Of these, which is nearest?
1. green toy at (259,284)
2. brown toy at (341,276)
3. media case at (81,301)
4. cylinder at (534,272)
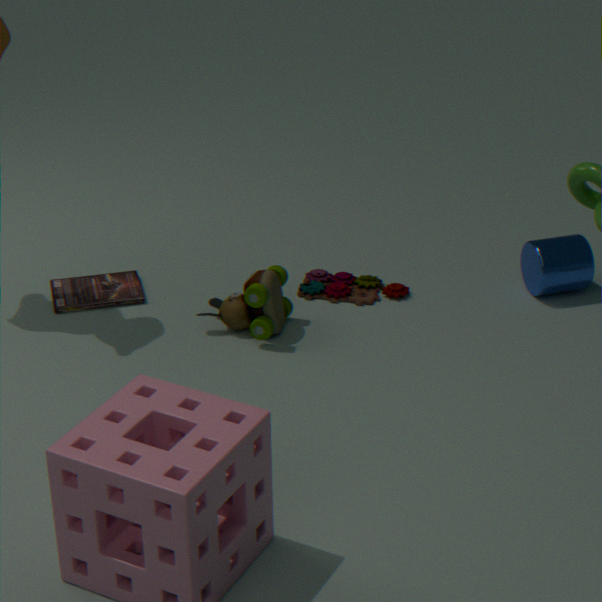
green toy at (259,284)
